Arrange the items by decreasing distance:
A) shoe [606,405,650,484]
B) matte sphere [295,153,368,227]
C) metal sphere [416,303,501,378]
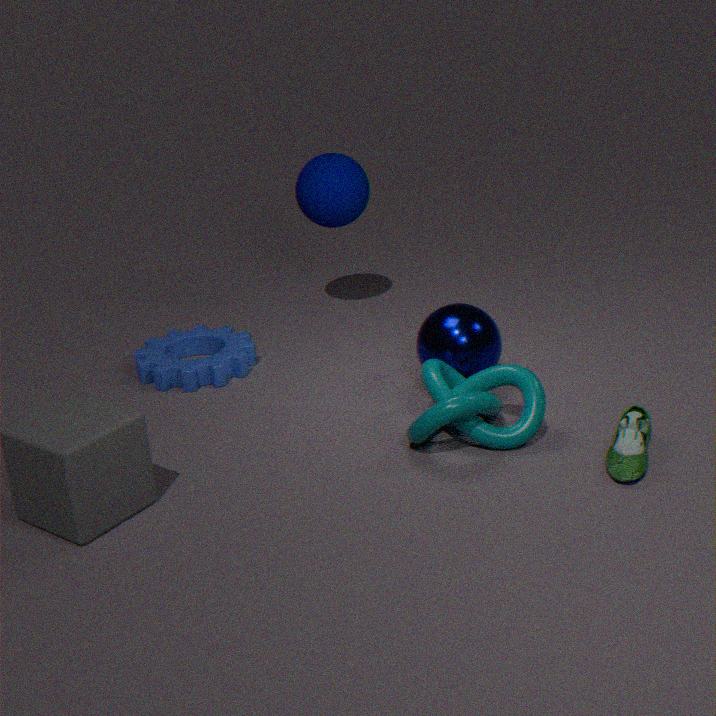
matte sphere [295,153,368,227] → metal sphere [416,303,501,378] → shoe [606,405,650,484]
